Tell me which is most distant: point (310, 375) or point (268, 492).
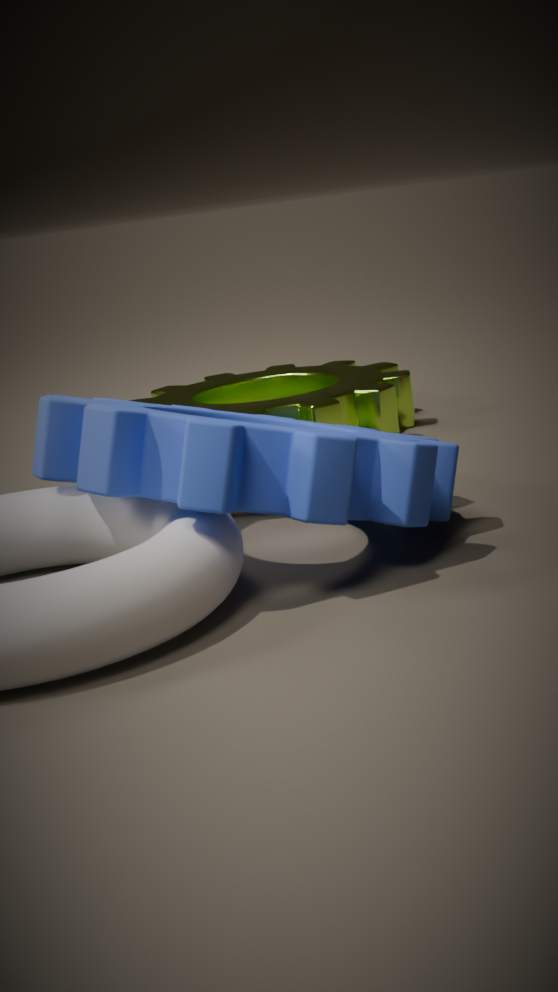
point (310, 375)
